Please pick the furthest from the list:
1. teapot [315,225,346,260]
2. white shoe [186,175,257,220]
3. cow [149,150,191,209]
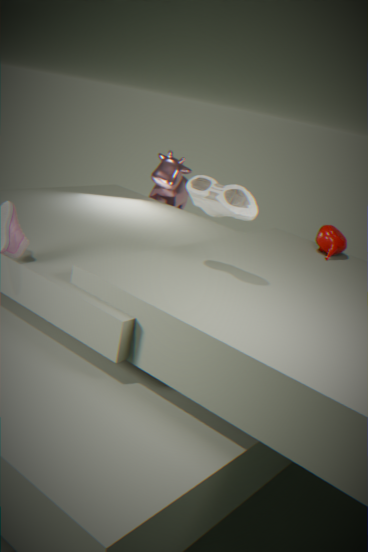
cow [149,150,191,209]
